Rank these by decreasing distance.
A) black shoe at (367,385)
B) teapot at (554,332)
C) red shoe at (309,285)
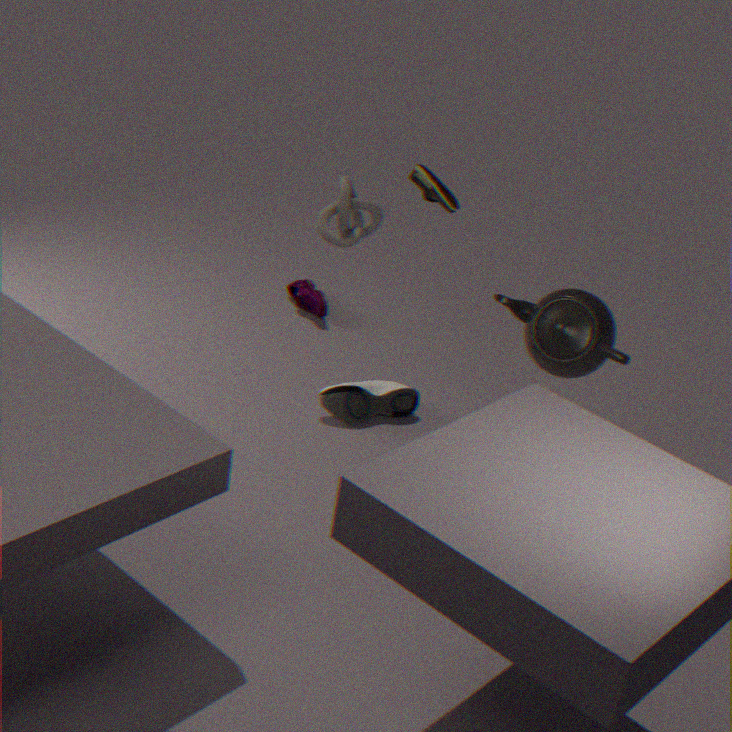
1. red shoe at (309,285)
2. black shoe at (367,385)
3. teapot at (554,332)
